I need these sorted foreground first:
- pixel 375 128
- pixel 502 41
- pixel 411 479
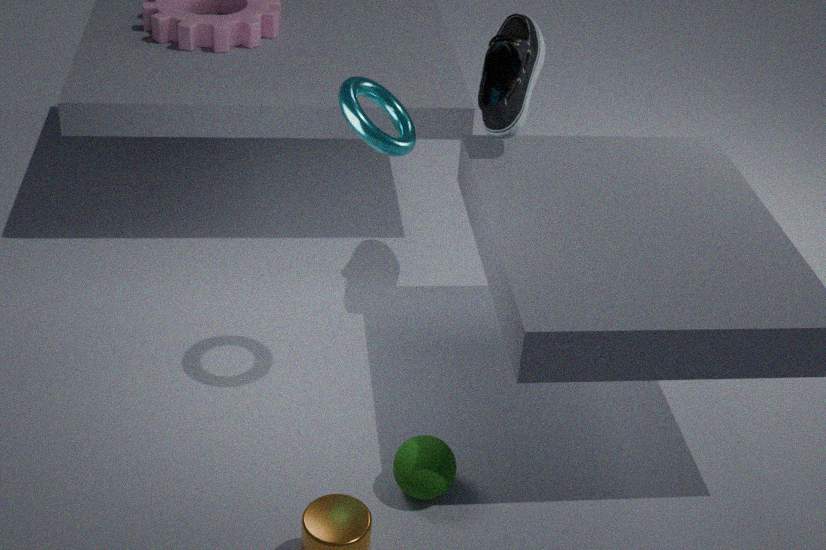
Result: pixel 375 128 → pixel 411 479 → pixel 502 41
